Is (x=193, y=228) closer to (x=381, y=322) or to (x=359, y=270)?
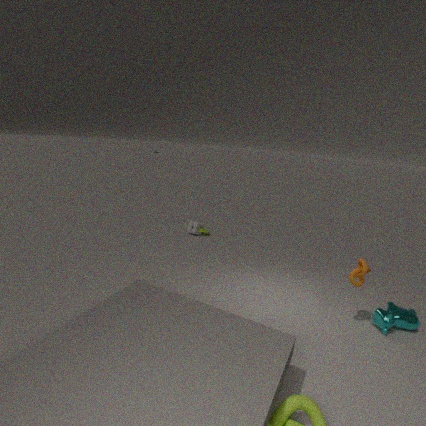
(x=359, y=270)
